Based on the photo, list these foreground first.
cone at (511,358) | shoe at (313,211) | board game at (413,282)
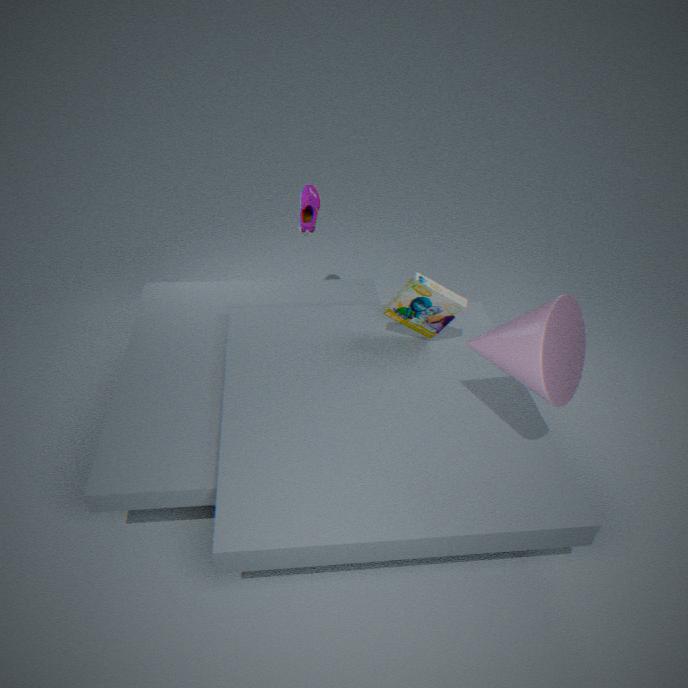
1. cone at (511,358)
2. board game at (413,282)
3. shoe at (313,211)
